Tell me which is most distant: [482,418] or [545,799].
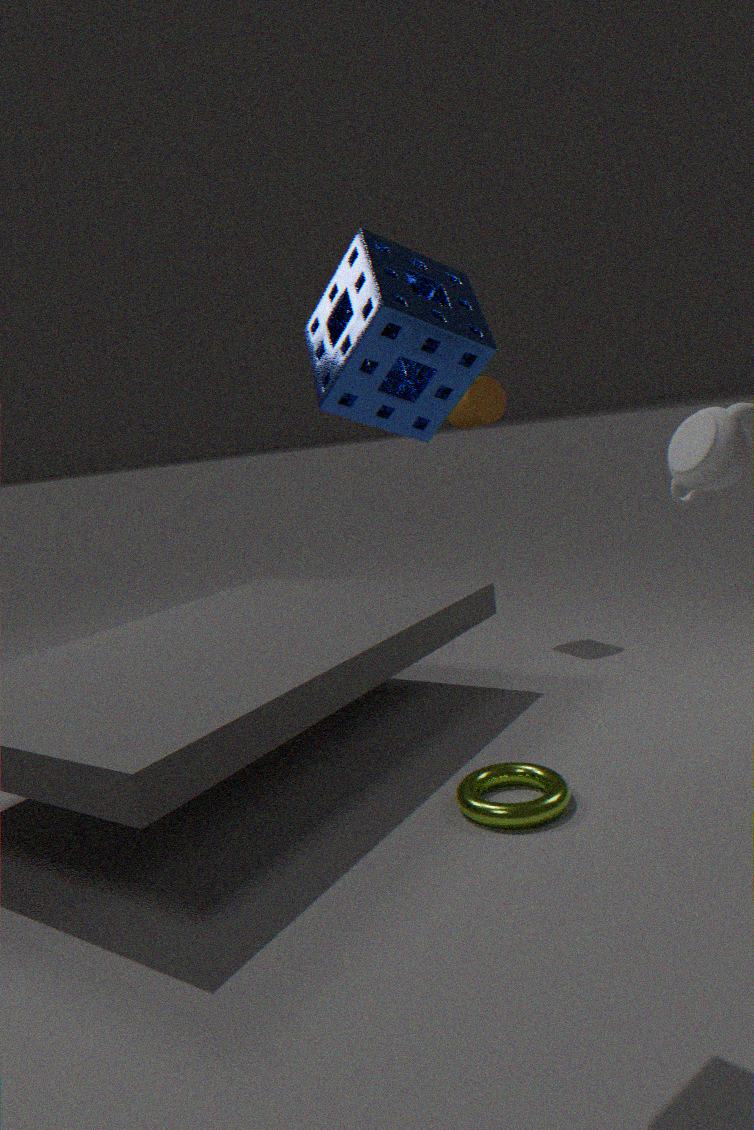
[482,418]
